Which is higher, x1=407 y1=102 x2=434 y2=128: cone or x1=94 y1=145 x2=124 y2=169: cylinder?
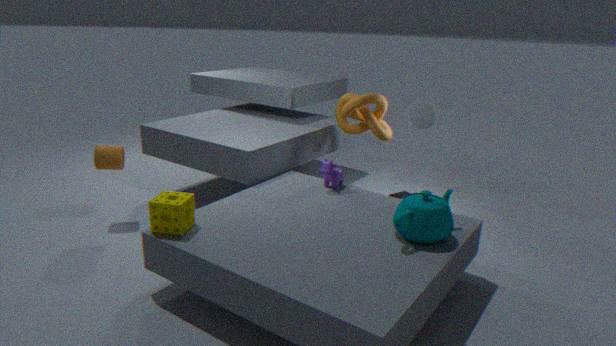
x1=407 y1=102 x2=434 y2=128: cone
